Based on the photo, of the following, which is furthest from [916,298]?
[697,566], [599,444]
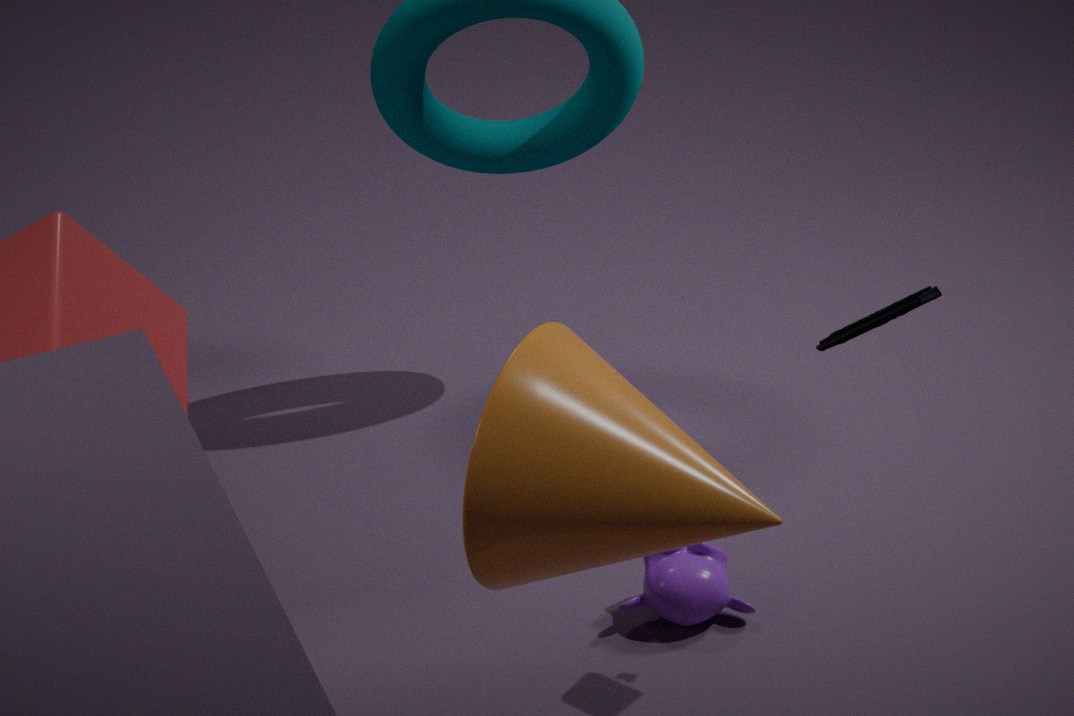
[697,566]
